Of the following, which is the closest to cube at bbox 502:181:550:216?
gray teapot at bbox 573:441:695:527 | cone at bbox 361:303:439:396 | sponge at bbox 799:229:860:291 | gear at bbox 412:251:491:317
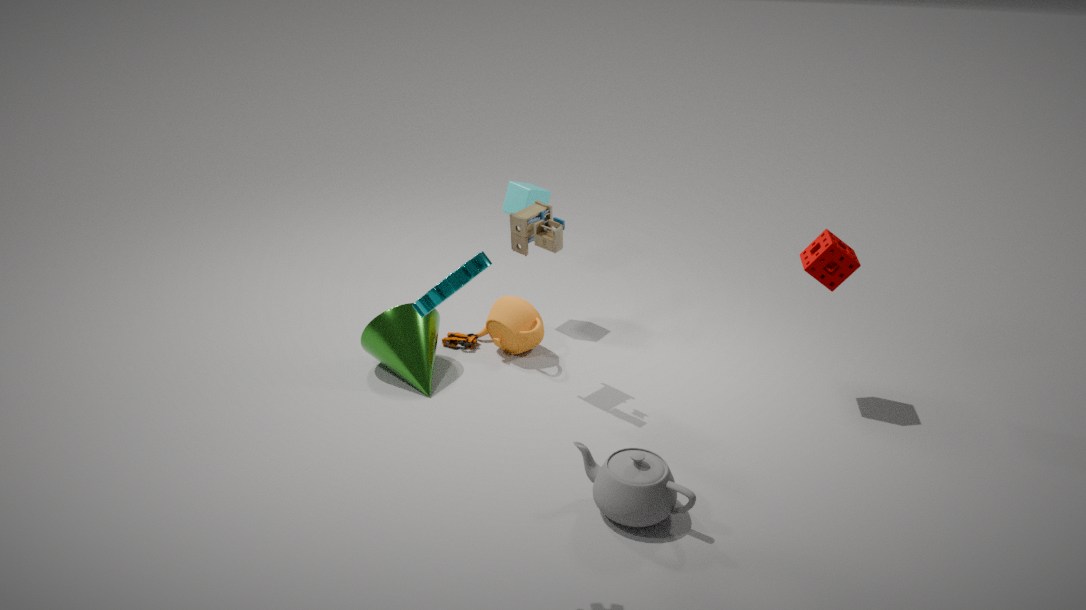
cone at bbox 361:303:439:396
